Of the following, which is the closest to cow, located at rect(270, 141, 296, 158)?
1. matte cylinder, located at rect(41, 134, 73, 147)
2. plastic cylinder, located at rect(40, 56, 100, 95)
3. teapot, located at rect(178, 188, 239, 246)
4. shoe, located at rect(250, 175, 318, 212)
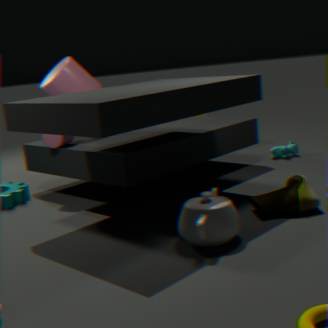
shoe, located at rect(250, 175, 318, 212)
